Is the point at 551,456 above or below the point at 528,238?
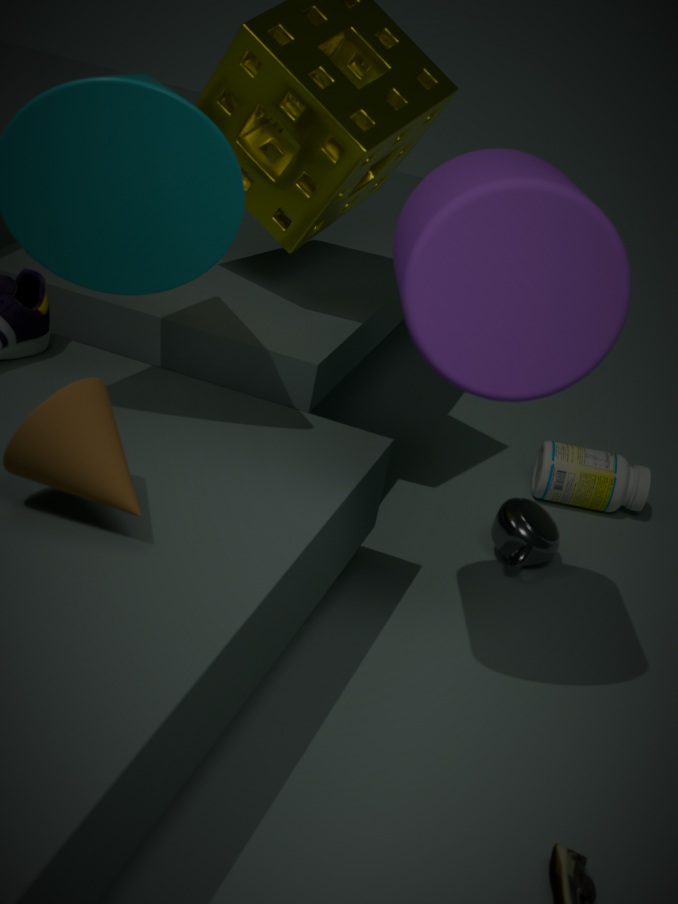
below
